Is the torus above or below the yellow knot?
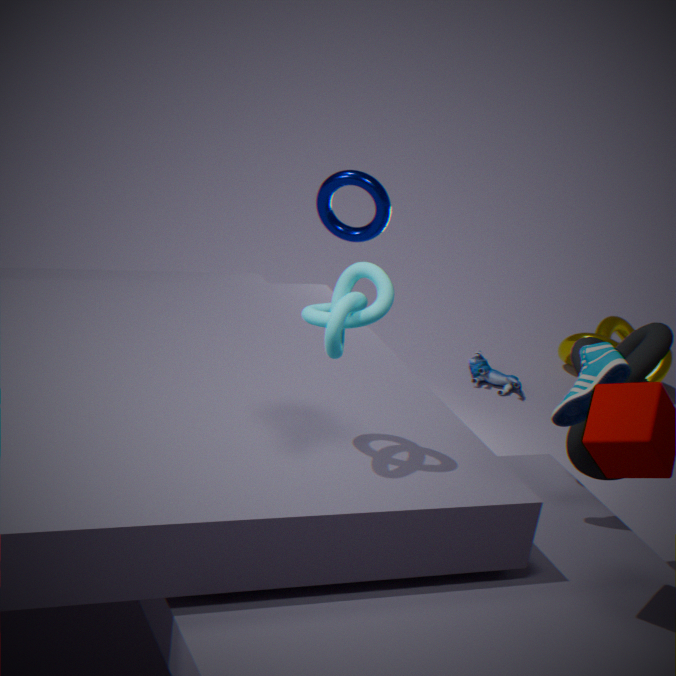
above
